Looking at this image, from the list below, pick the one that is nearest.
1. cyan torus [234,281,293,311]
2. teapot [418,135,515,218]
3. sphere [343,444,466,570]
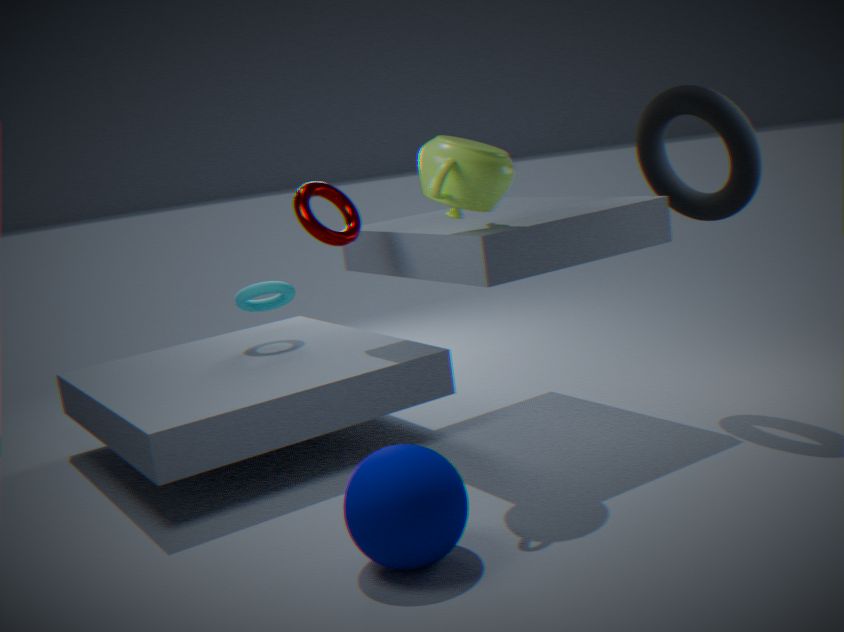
sphere [343,444,466,570]
